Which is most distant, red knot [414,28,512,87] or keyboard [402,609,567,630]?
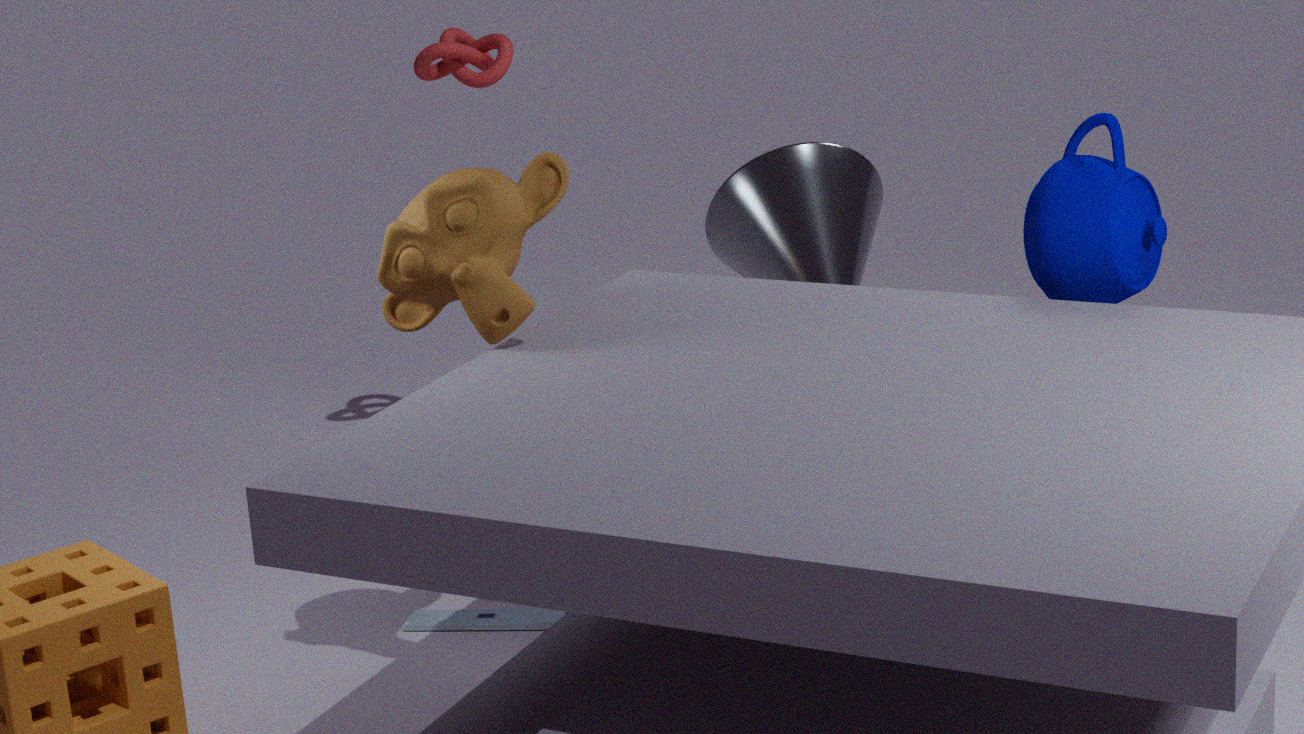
red knot [414,28,512,87]
